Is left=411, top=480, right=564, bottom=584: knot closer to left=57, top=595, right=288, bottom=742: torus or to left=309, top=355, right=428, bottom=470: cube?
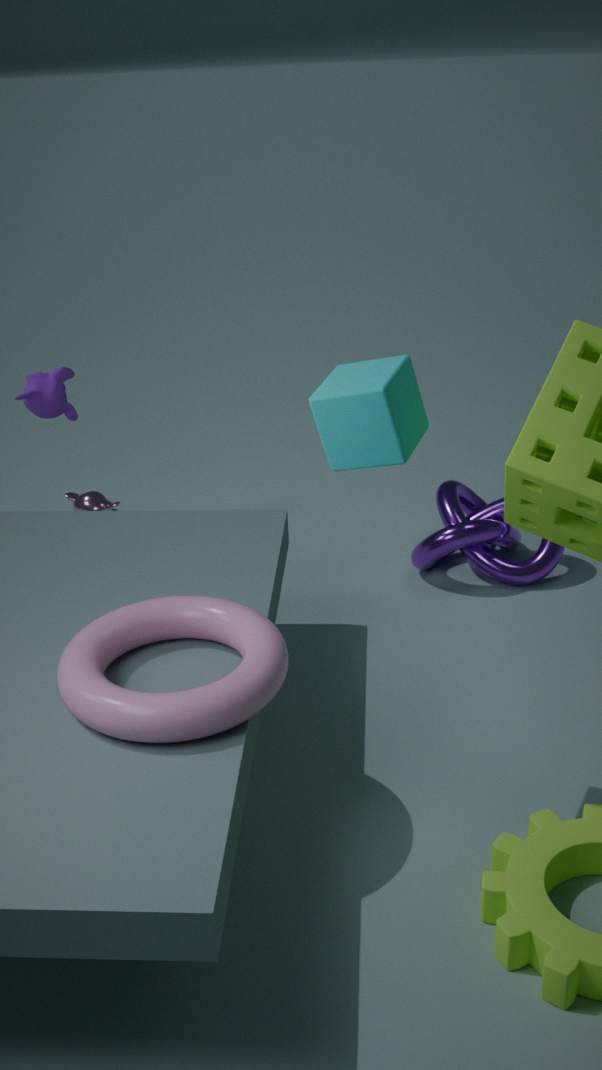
left=57, top=595, right=288, bottom=742: torus
